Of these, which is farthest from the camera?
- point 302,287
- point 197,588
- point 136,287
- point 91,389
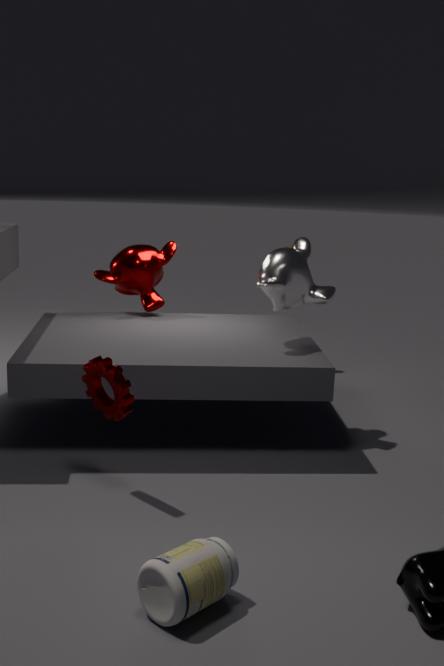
point 136,287
